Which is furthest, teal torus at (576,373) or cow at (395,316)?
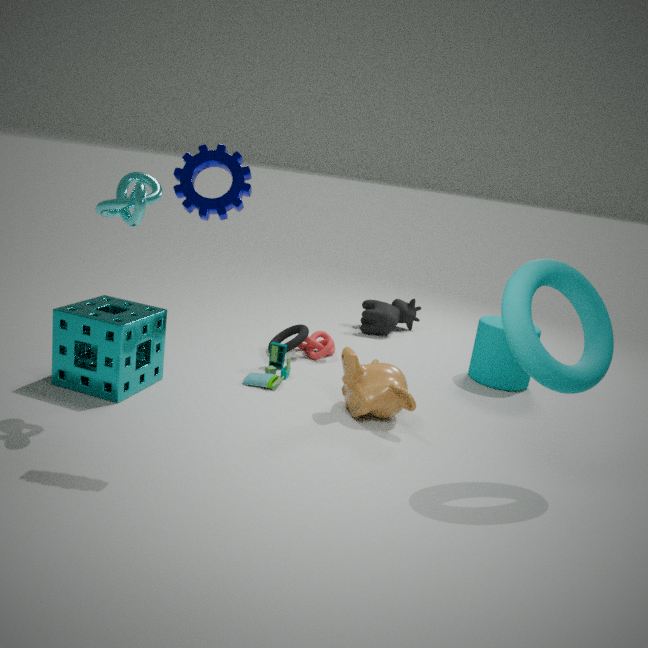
cow at (395,316)
